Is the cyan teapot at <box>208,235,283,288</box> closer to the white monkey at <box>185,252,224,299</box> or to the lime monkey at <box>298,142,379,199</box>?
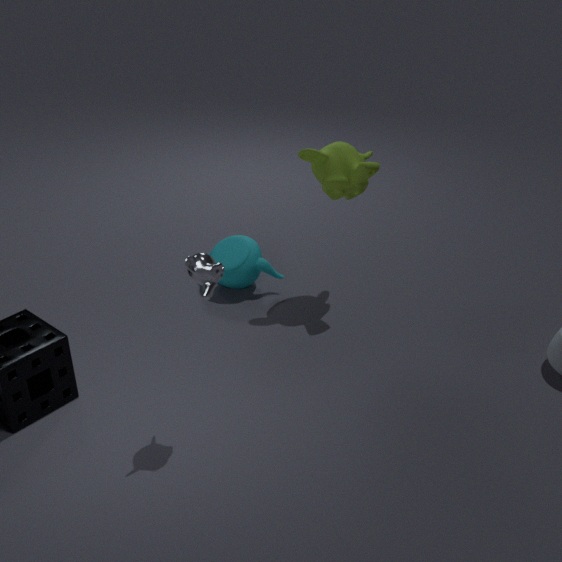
the lime monkey at <box>298,142,379,199</box>
